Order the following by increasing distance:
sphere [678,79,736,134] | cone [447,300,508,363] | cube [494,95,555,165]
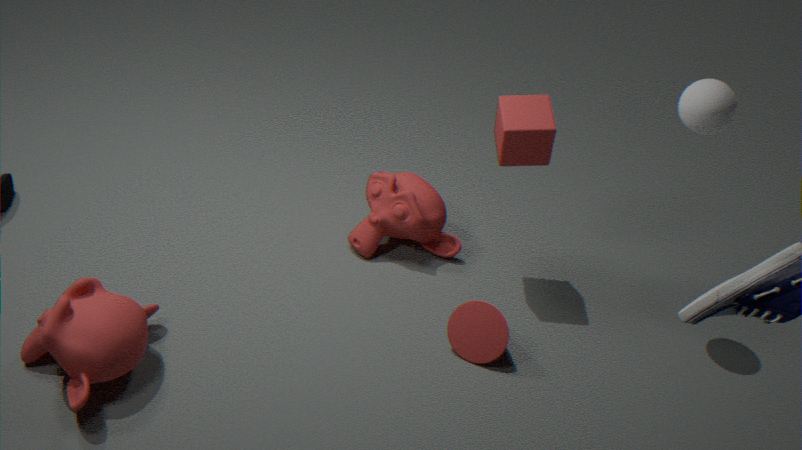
sphere [678,79,736,134], cone [447,300,508,363], cube [494,95,555,165]
